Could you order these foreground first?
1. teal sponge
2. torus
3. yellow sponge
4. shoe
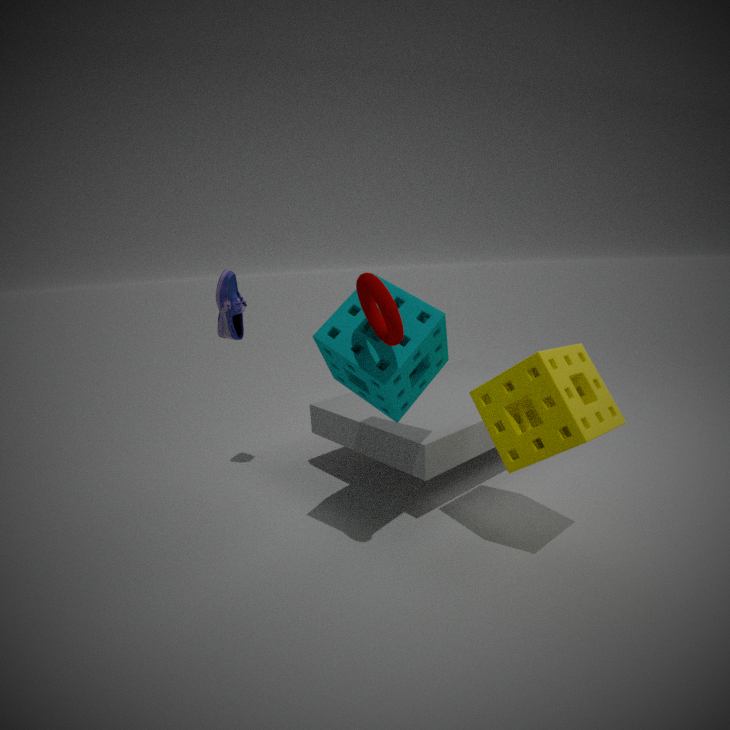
1. torus
2. yellow sponge
3. teal sponge
4. shoe
